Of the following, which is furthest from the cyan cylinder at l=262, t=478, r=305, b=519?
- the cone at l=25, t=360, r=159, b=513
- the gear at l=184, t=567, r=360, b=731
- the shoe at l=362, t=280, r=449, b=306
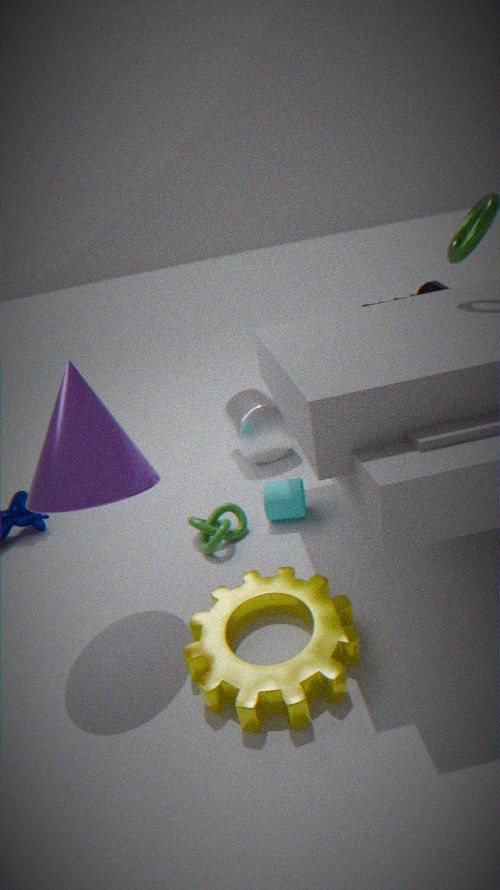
the shoe at l=362, t=280, r=449, b=306
